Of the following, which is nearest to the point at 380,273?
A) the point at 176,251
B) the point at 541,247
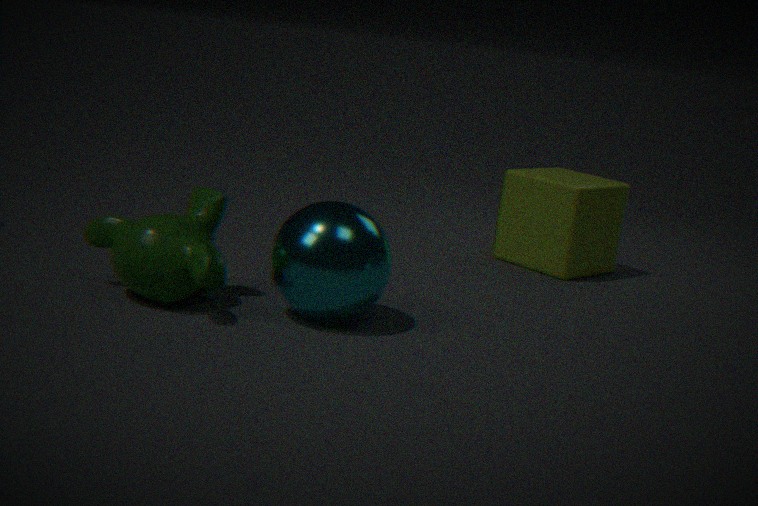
the point at 176,251
